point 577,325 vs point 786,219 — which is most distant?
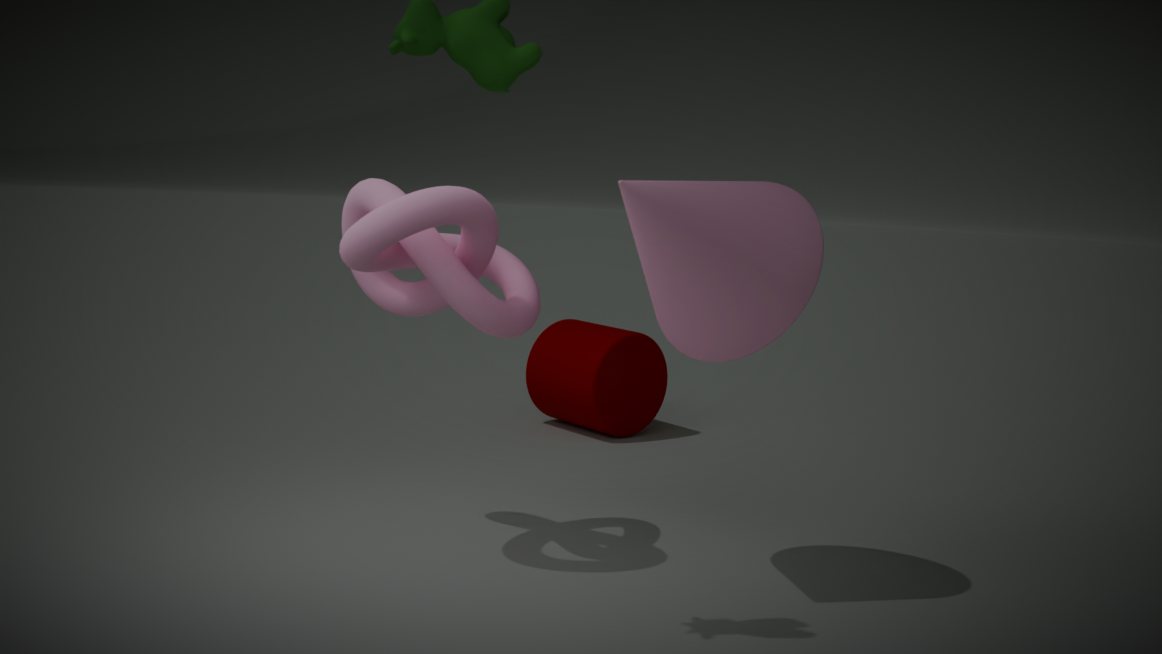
point 577,325
